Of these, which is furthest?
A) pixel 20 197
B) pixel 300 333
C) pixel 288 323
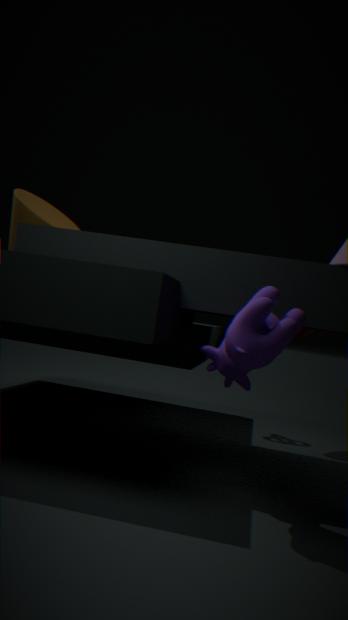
pixel 300 333
